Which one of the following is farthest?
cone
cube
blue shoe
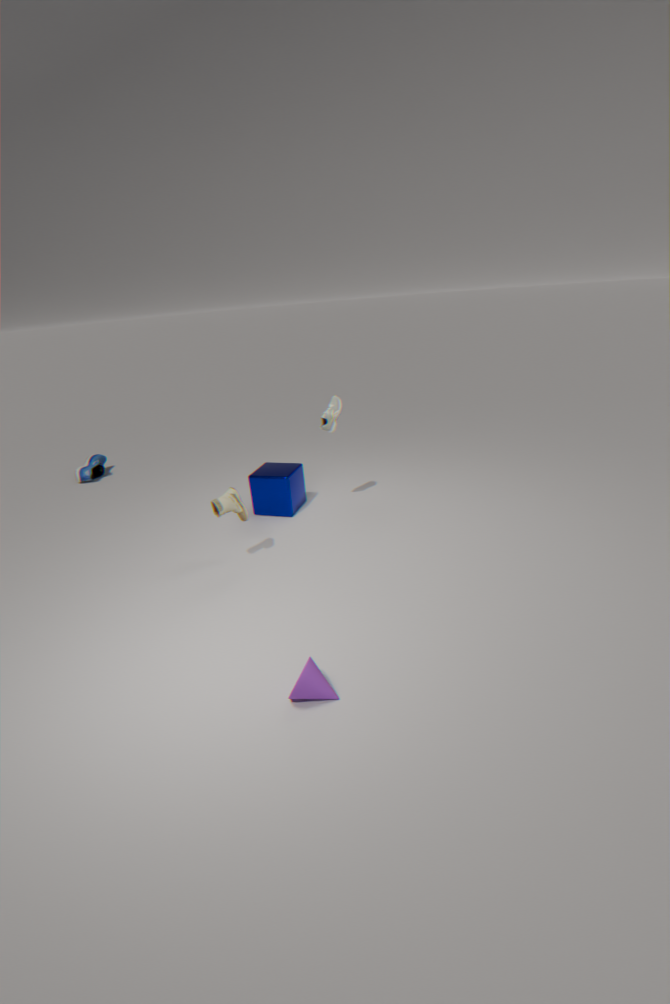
blue shoe
